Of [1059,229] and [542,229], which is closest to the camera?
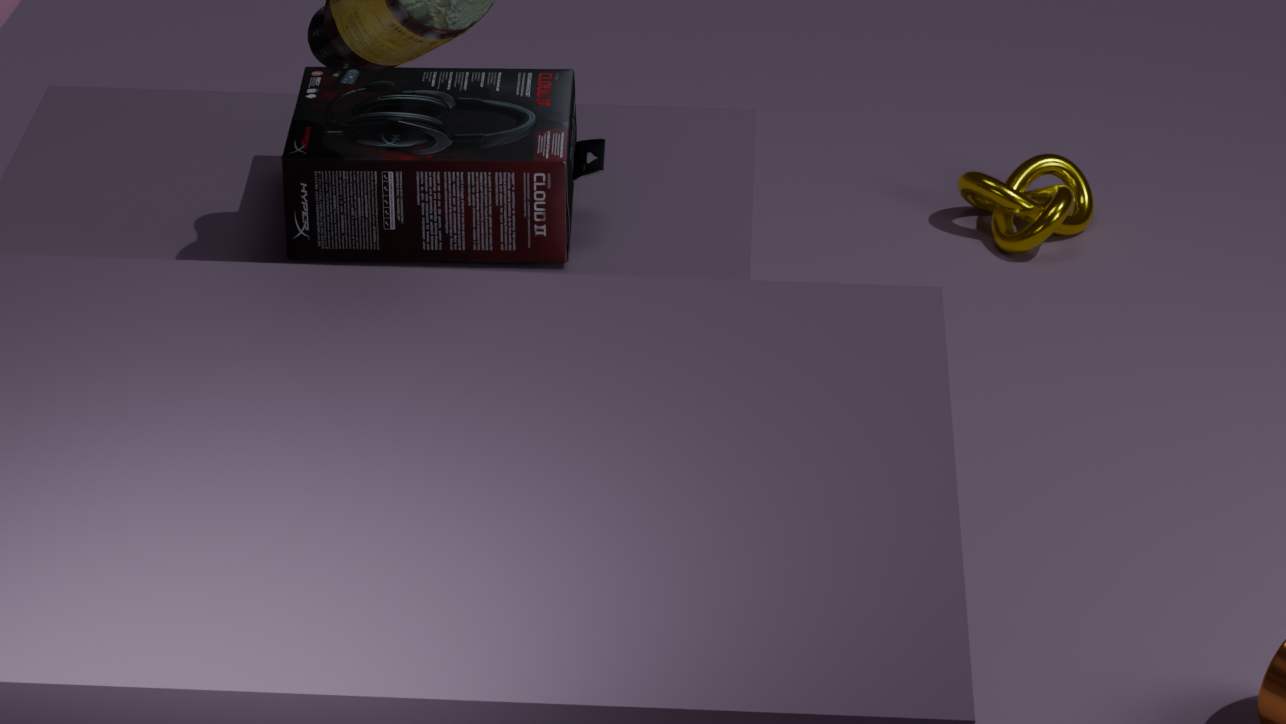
[542,229]
